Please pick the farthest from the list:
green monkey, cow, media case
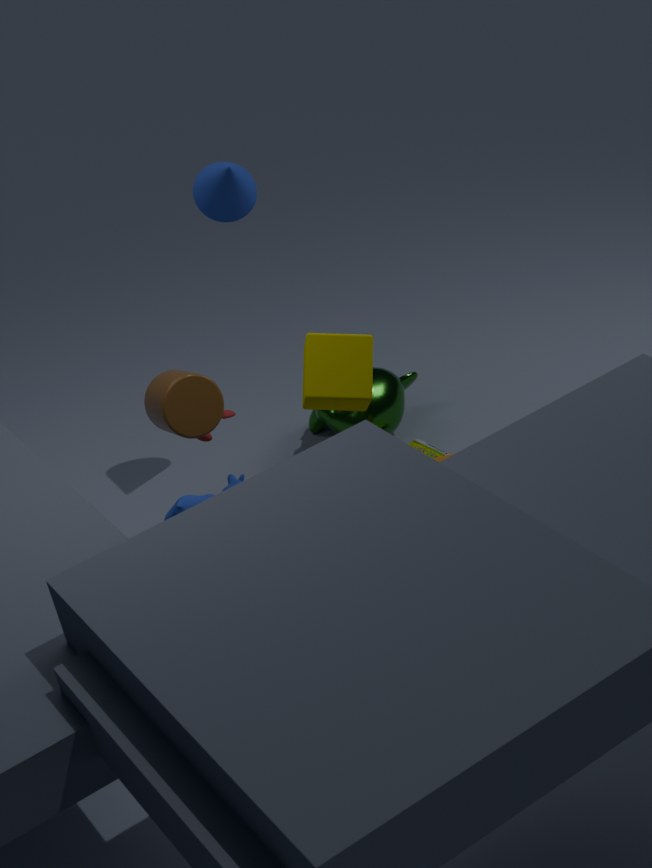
green monkey
